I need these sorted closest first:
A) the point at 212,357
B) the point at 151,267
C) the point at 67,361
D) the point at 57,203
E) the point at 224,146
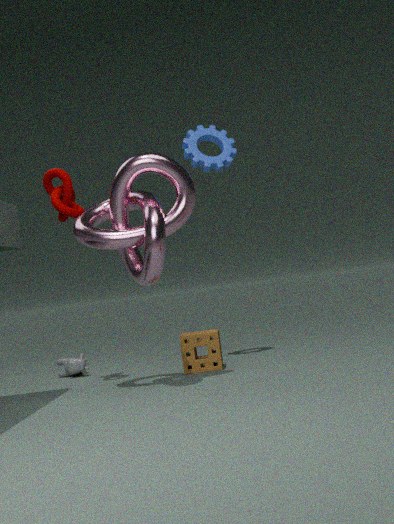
the point at 151,267 < the point at 57,203 < the point at 212,357 < the point at 224,146 < the point at 67,361
